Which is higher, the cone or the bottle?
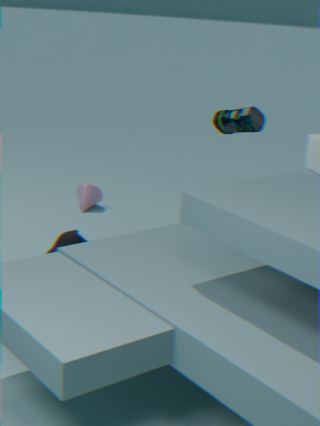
the bottle
